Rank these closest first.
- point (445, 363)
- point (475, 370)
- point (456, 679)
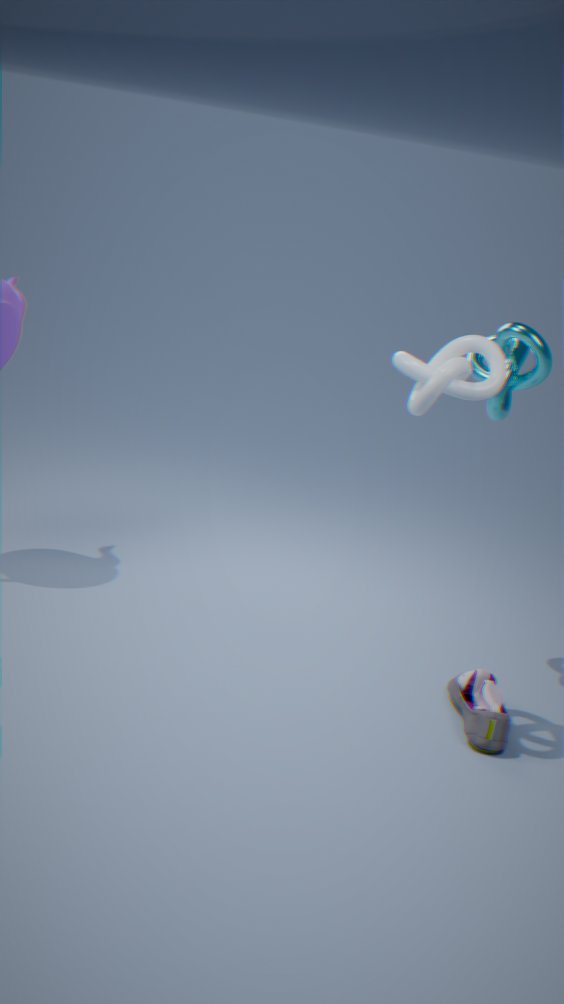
point (445, 363) < point (456, 679) < point (475, 370)
